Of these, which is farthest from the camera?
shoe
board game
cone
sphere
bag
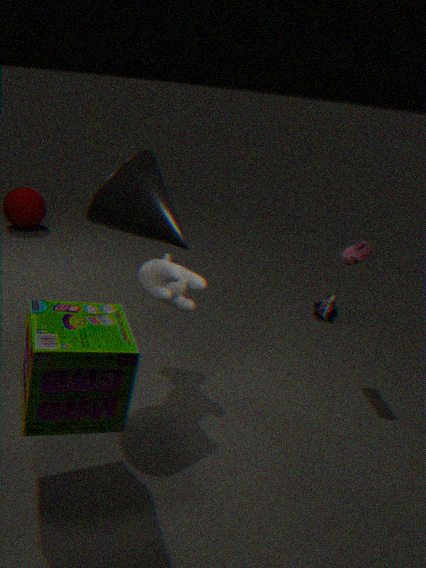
sphere
